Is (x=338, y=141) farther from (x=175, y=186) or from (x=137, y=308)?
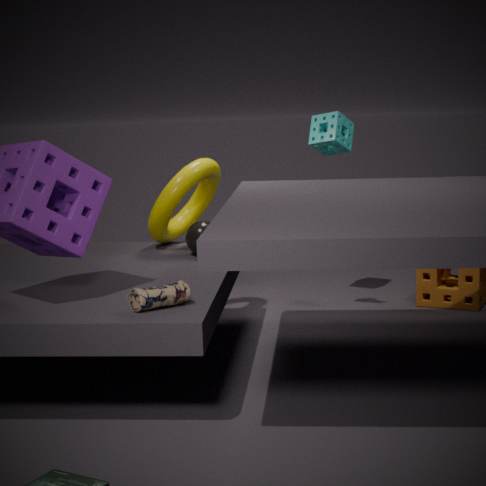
(x=137, y=308)
